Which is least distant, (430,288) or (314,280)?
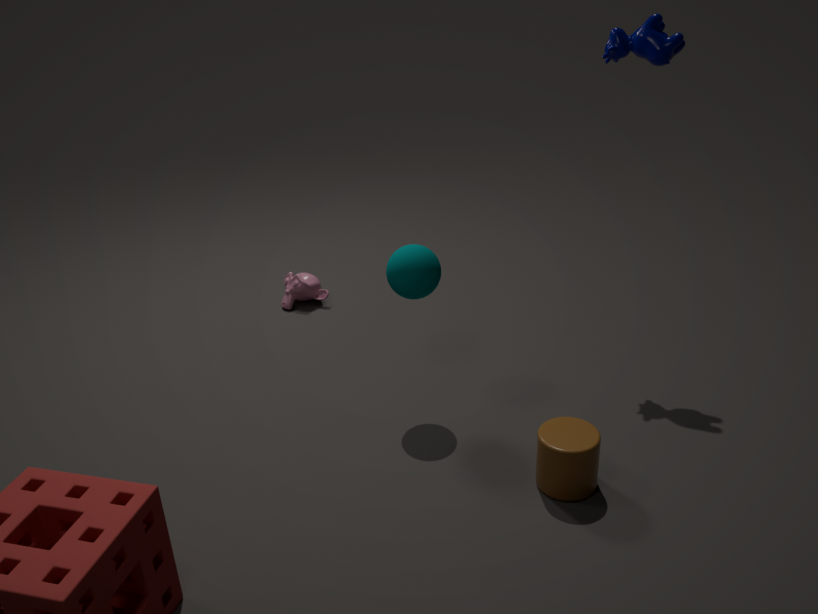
(430,288)
